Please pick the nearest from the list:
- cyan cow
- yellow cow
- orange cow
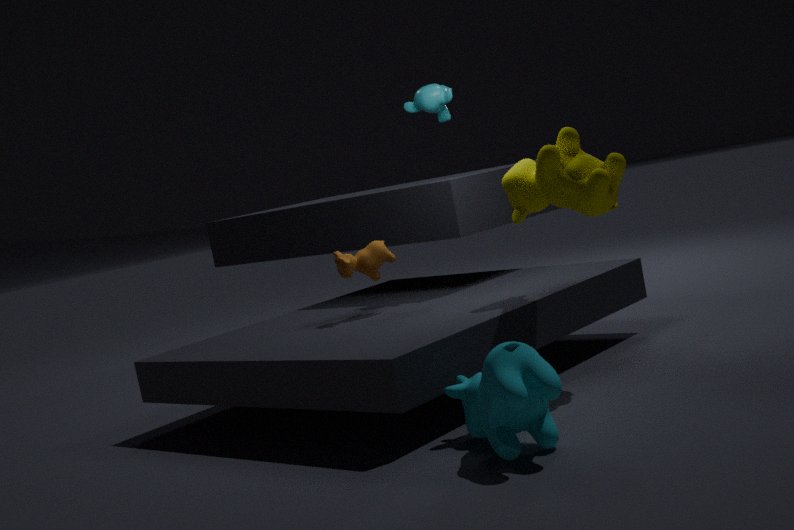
cyan cow
